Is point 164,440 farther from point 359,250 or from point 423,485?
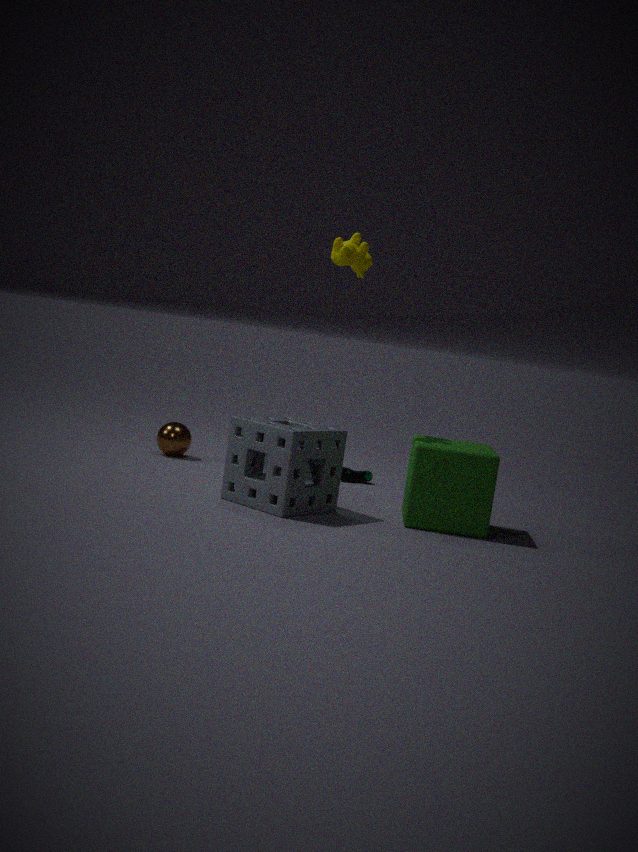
point 423,485
